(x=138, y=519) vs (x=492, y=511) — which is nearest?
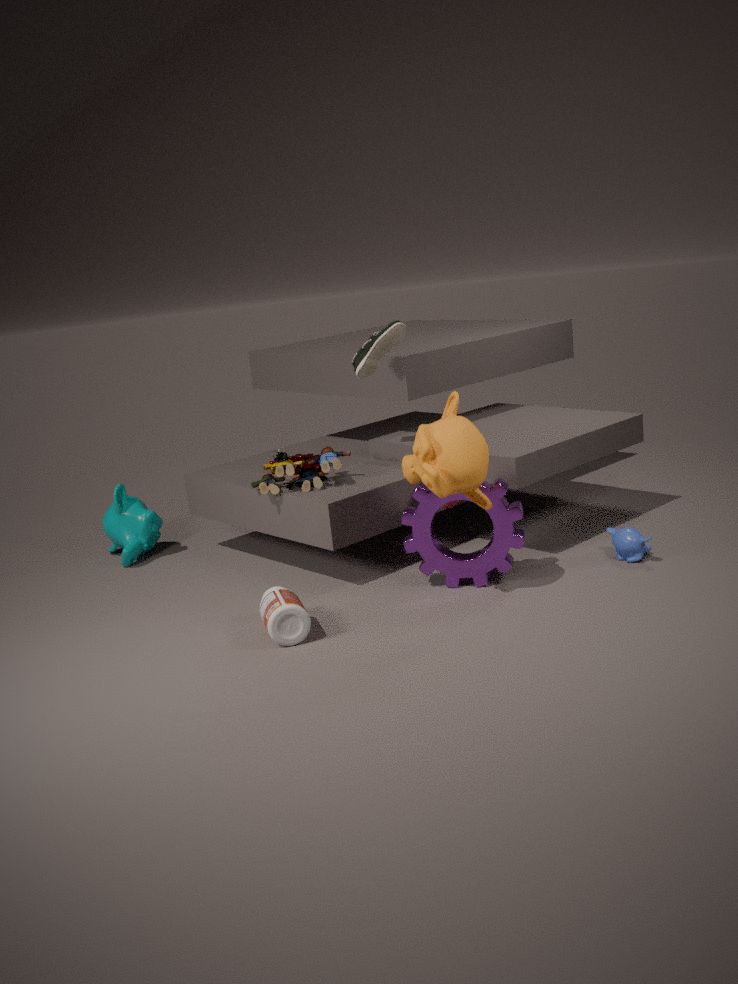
(x=492, y=511)
